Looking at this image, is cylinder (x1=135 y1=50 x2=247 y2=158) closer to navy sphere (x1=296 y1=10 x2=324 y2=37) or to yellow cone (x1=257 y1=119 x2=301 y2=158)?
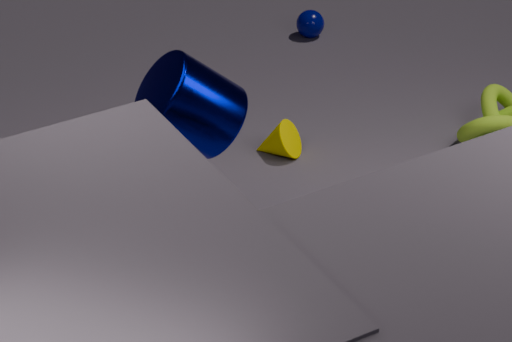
yellow cone (x1=257 y1=119 x2=301 y2=158)
